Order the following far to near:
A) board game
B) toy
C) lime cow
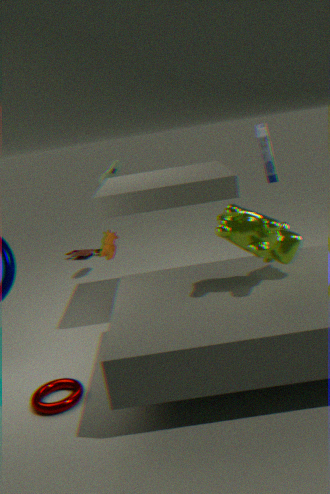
1. toy
2. board game
3. lime cow
